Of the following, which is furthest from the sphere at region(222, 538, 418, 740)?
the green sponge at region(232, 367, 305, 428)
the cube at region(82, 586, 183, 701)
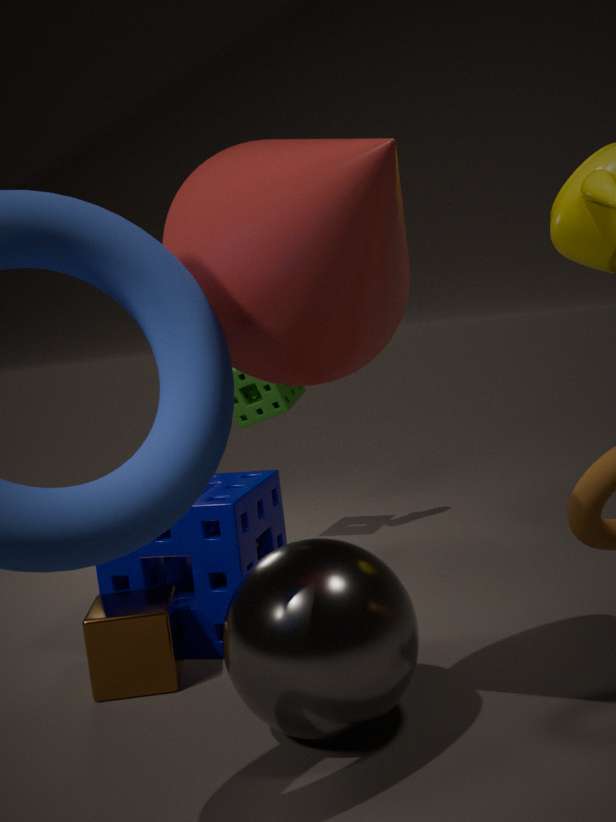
the green sponge at region(232, 367, 305, 428)
